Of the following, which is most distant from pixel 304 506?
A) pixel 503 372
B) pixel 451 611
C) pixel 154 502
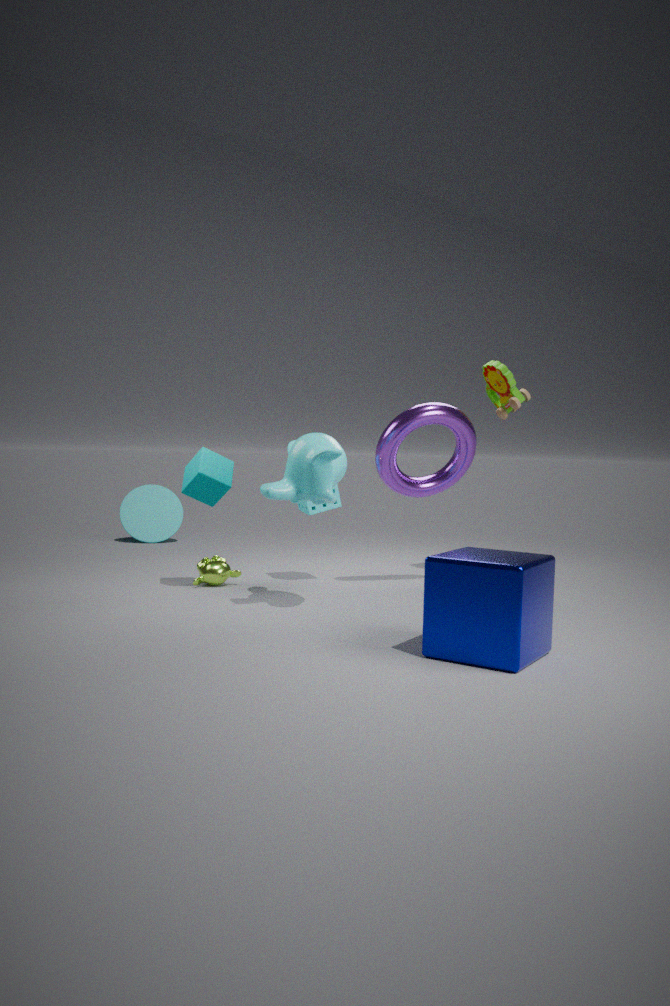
pixel 154 502
